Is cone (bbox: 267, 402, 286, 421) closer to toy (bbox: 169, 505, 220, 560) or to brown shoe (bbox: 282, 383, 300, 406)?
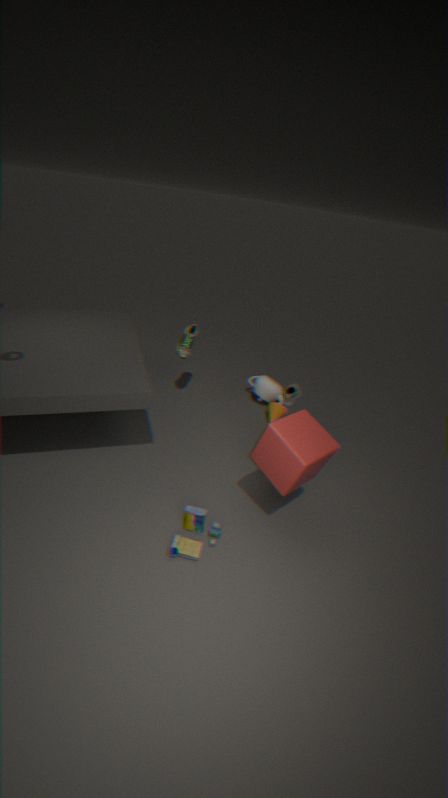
brown shoe (bbox: 282, 383, 300, 406)
